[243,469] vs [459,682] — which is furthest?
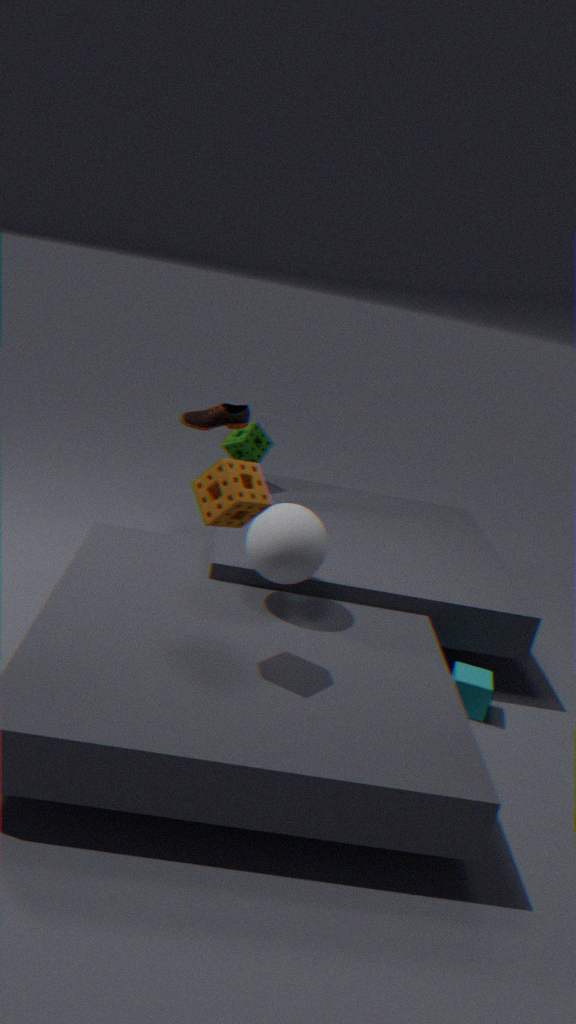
[459,682]
